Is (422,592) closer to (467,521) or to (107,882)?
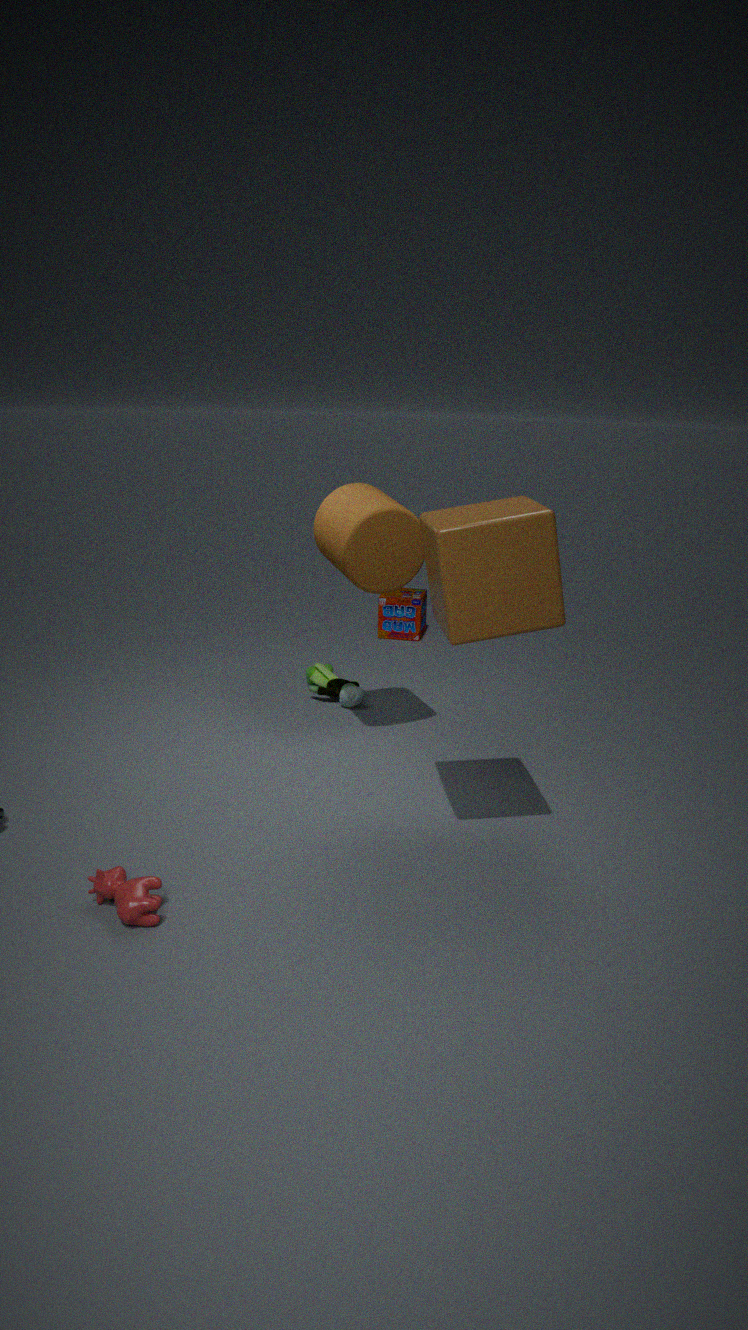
(467,521)
